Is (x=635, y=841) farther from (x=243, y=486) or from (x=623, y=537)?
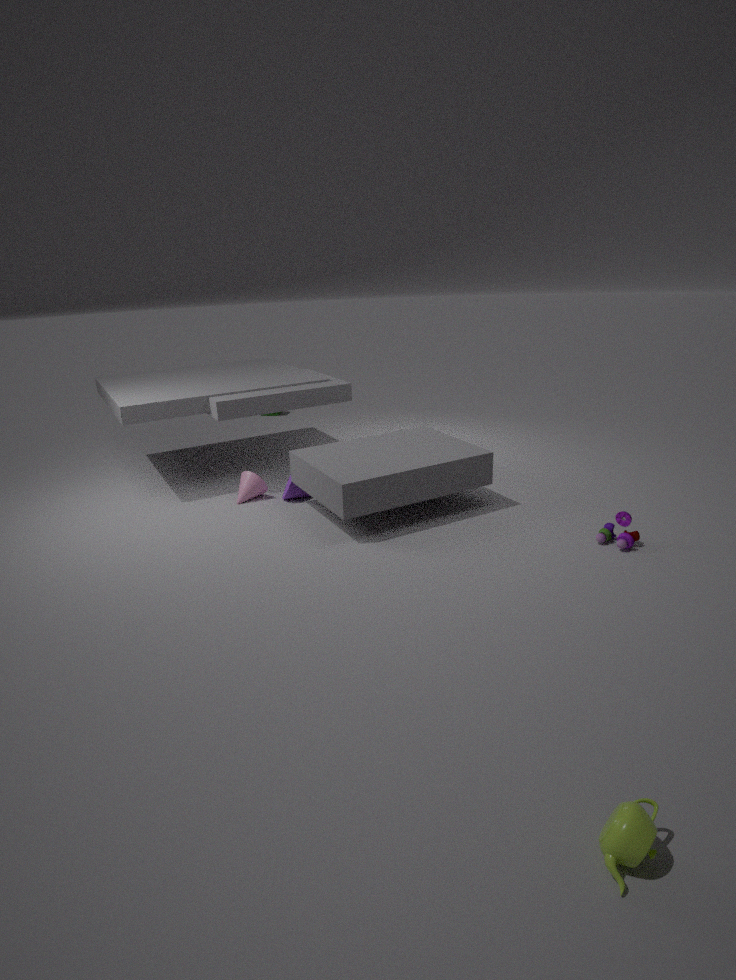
(x=243, y=486)
